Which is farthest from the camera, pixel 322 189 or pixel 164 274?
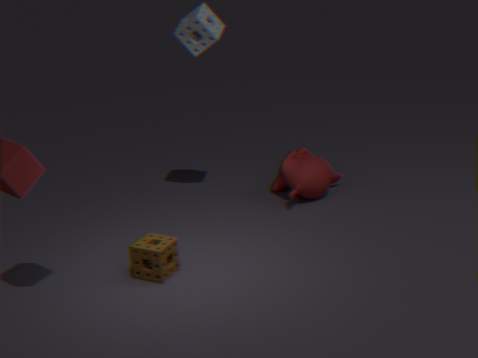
pixel 322 189
